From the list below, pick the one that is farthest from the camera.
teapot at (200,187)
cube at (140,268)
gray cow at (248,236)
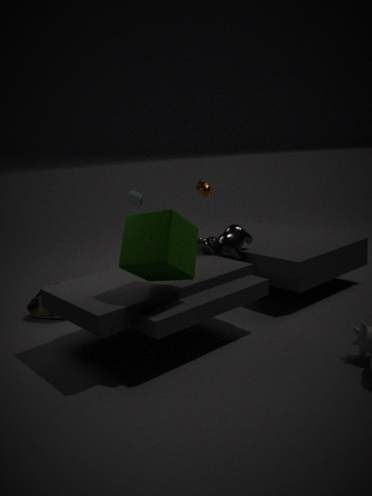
teapot at (200,187)
